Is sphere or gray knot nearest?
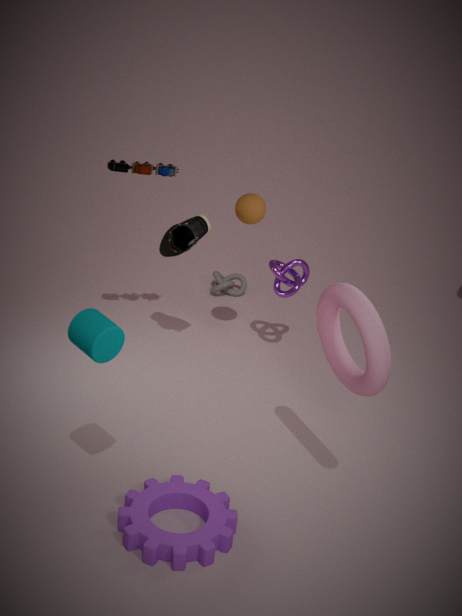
sphere
